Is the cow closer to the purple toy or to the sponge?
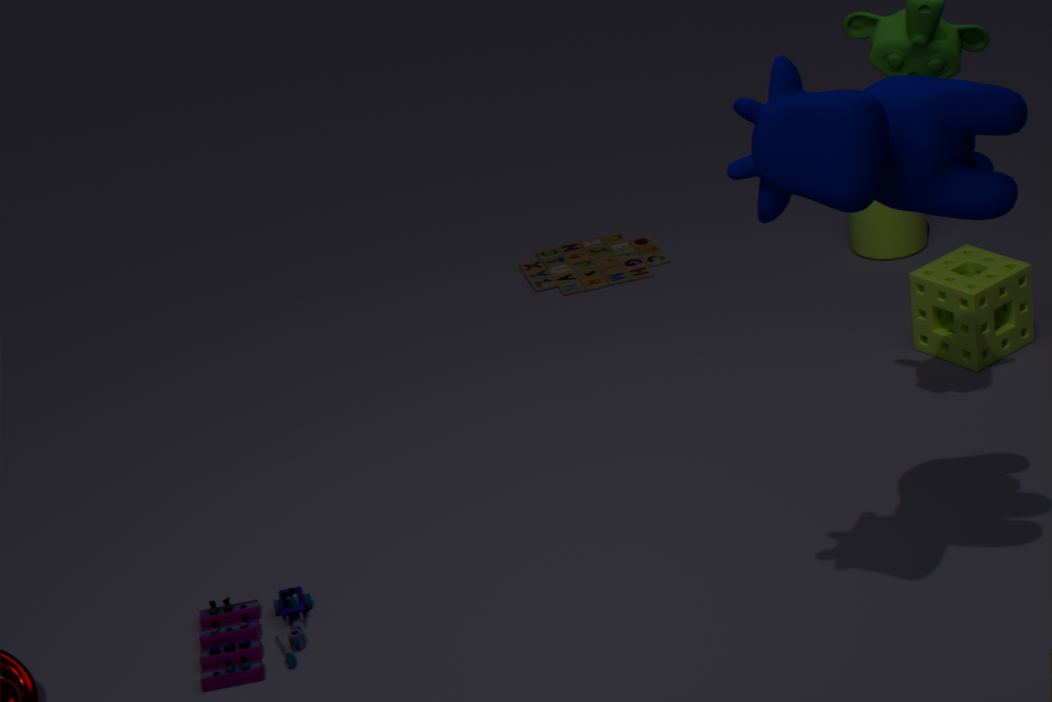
the sponge
